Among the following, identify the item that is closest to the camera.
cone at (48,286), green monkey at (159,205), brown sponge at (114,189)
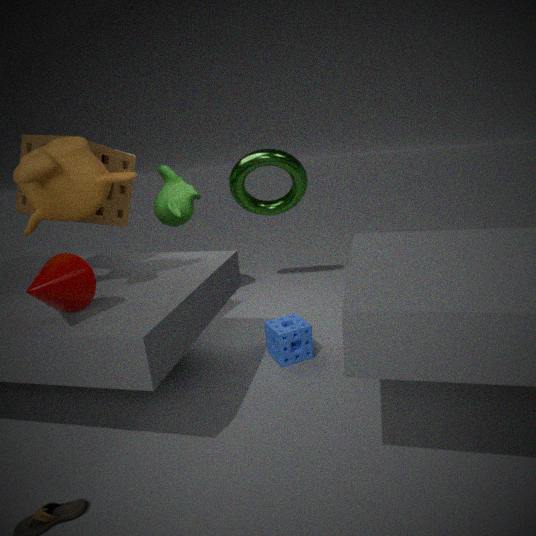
cone at (48,286)
